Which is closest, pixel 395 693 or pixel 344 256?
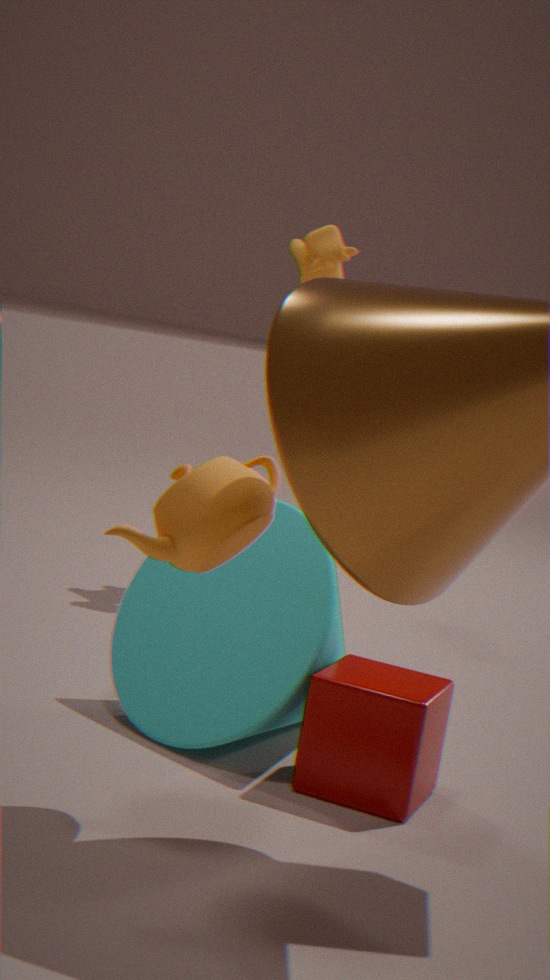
pixel 395 693
